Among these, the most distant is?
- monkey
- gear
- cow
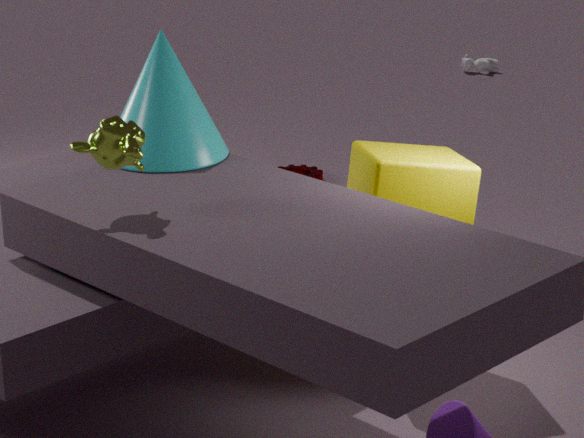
cow
